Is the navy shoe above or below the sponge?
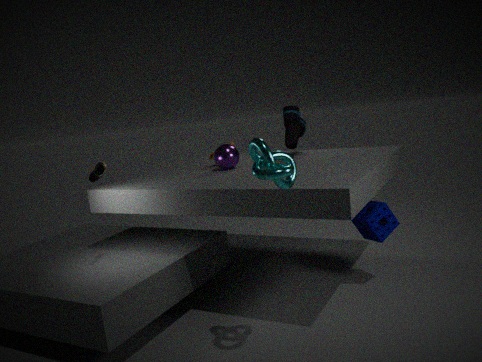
above
